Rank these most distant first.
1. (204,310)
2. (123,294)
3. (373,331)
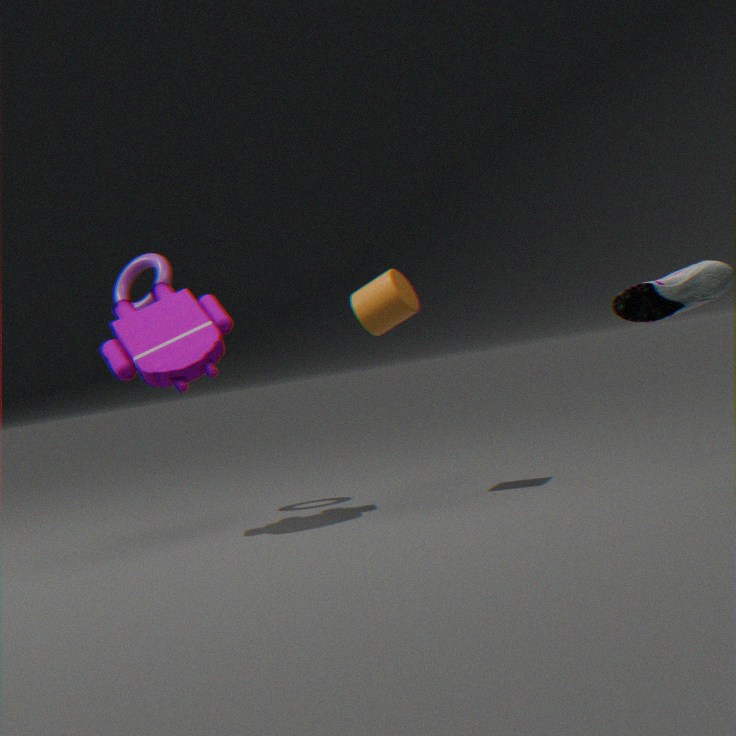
(123,294) < (204,310) < (373,331)
